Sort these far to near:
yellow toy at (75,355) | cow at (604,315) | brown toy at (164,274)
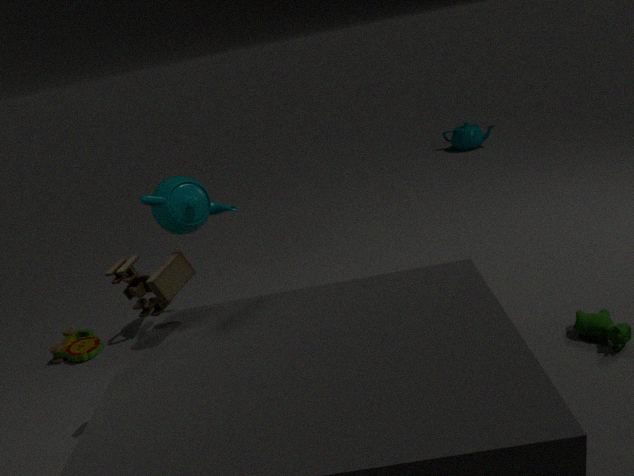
yellow toy at (75,355), cow at (604,315), brown toy at (164,274)
